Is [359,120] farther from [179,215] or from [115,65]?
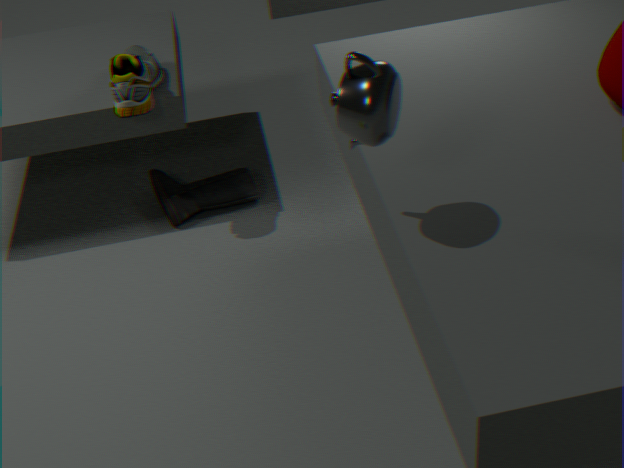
[179,215]
